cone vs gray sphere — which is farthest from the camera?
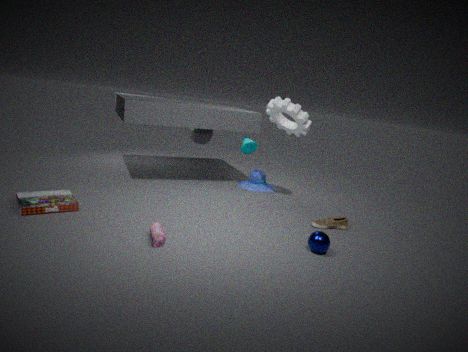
gray sphere
